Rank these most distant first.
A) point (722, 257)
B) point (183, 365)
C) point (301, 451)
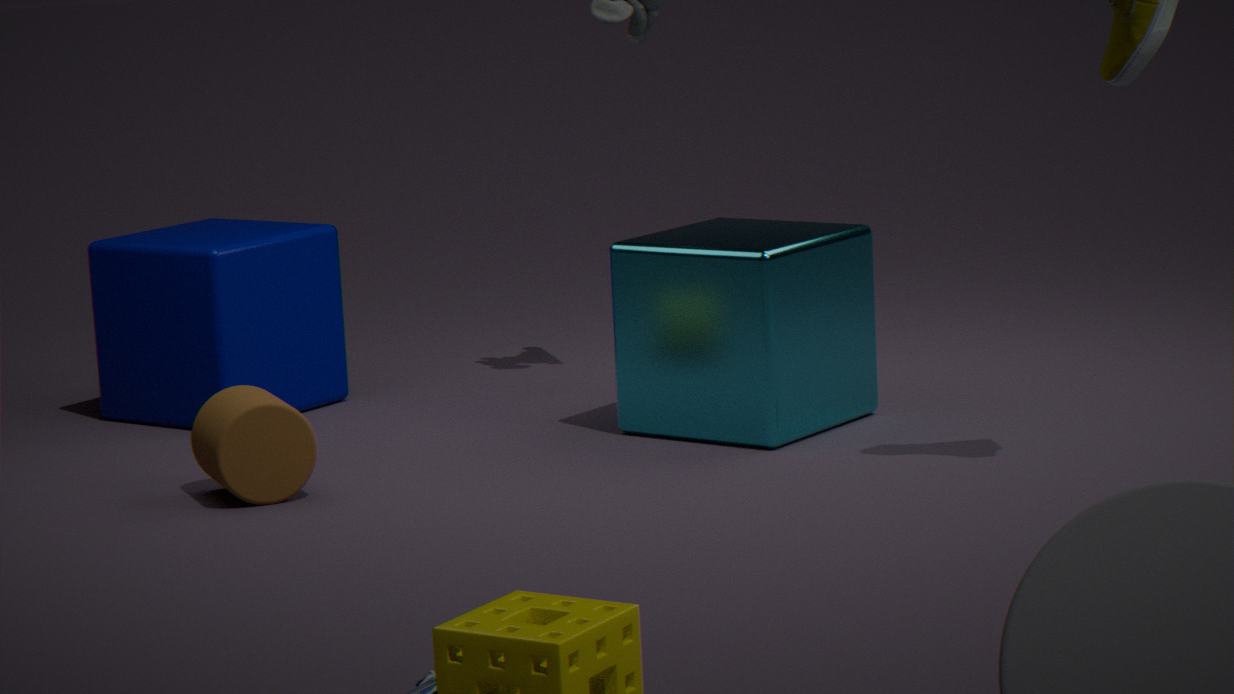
point (183, 365) → point (722, 257) → point (301, 451)
